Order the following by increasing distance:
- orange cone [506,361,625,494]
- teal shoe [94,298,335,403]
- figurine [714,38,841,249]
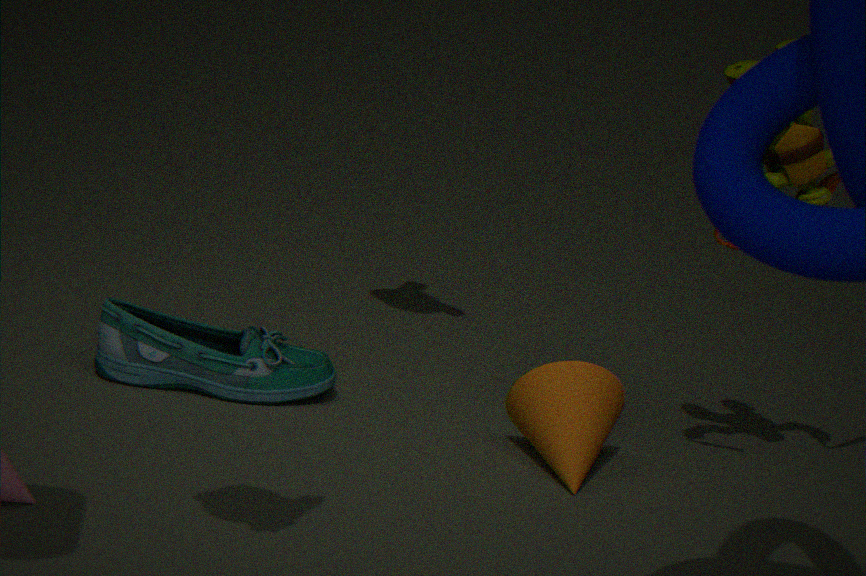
figurine [714,38,841,249] → orange cone [506,361,625,494] → teal shoe [94,298,335,403]
